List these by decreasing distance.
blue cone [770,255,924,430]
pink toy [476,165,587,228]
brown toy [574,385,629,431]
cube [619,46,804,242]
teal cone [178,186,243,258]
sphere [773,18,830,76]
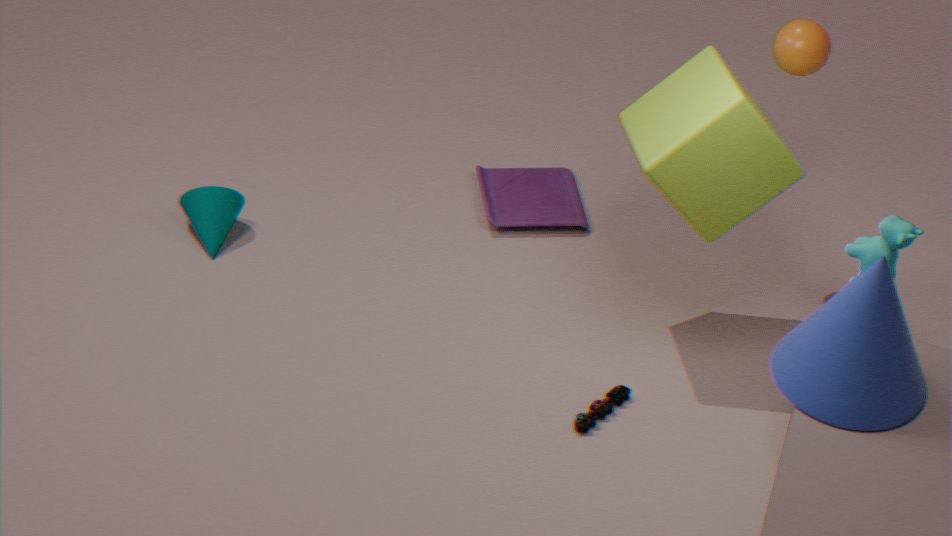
pink toy [476,165,587,228], teal cone [178,186,243,258], sphere [773,18,830,76], brown toy [574,385,629,431], cube [619,46,804,242], blue cone [770,255,924,430]
